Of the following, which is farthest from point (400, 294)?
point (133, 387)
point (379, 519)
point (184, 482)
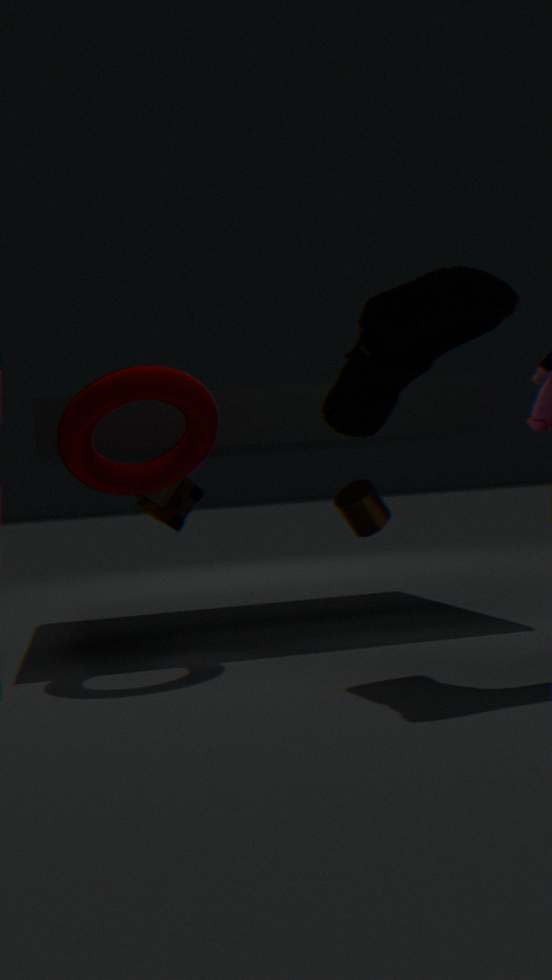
point (184, 482)
